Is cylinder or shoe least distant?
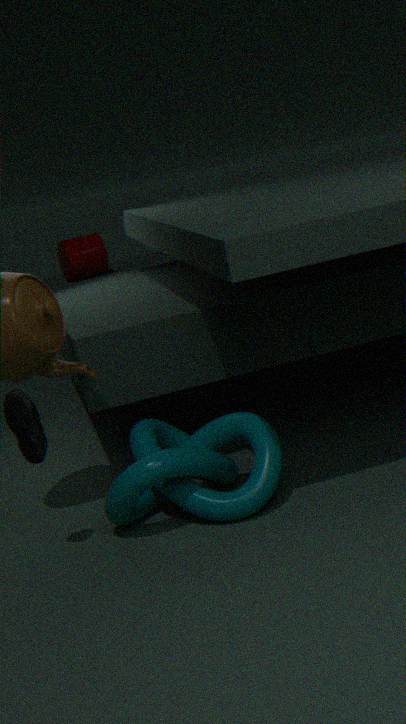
shoe
